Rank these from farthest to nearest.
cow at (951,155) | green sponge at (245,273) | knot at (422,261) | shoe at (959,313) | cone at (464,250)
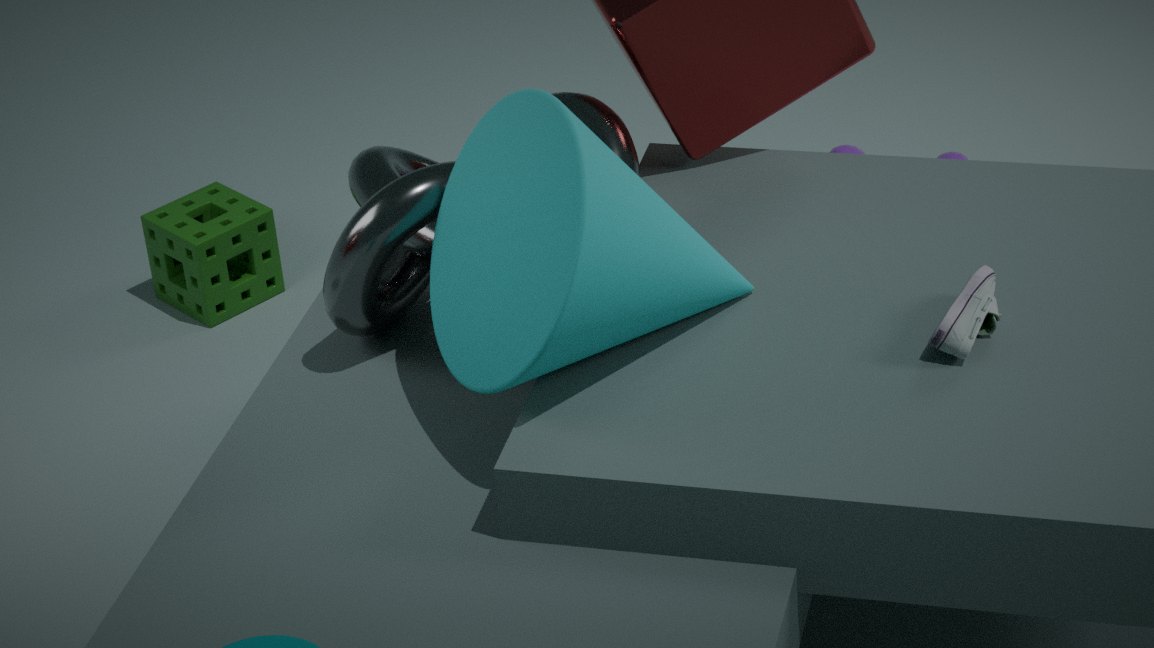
1. cow at (951,155)
2. green sponge at (245,273)
3. knot at (422,261)
4. shoe at (959,313)
5. cone at (464,250)
